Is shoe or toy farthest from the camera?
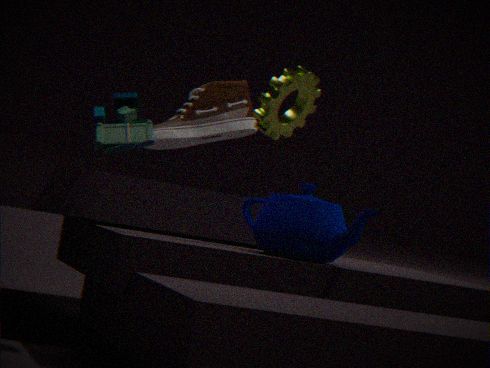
shoe
